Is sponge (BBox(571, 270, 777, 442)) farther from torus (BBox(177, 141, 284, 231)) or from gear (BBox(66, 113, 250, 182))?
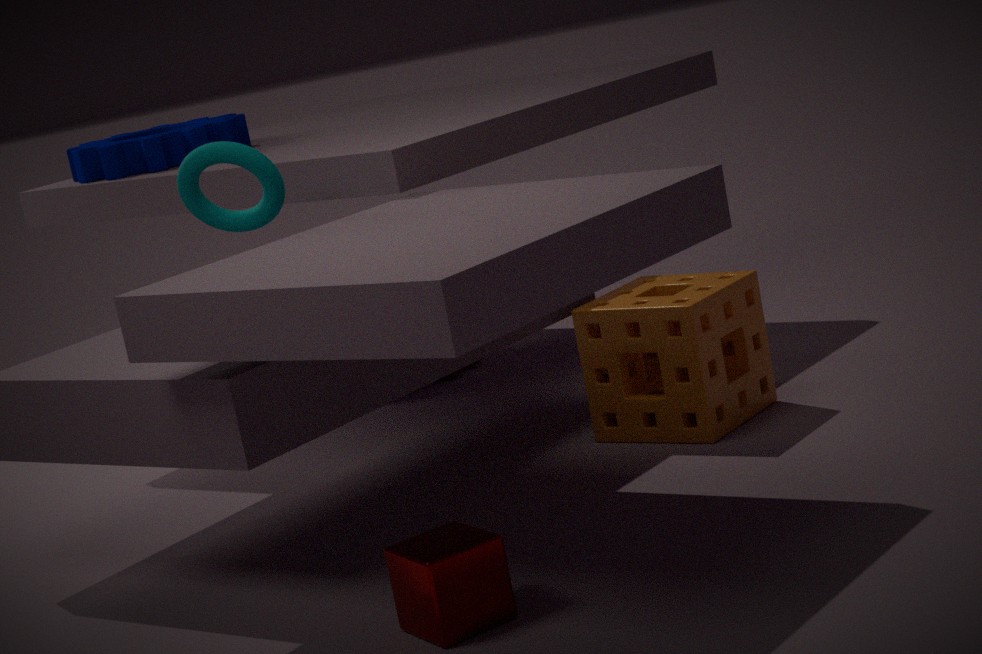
gear (BBox(66, 113, 250, 182))
